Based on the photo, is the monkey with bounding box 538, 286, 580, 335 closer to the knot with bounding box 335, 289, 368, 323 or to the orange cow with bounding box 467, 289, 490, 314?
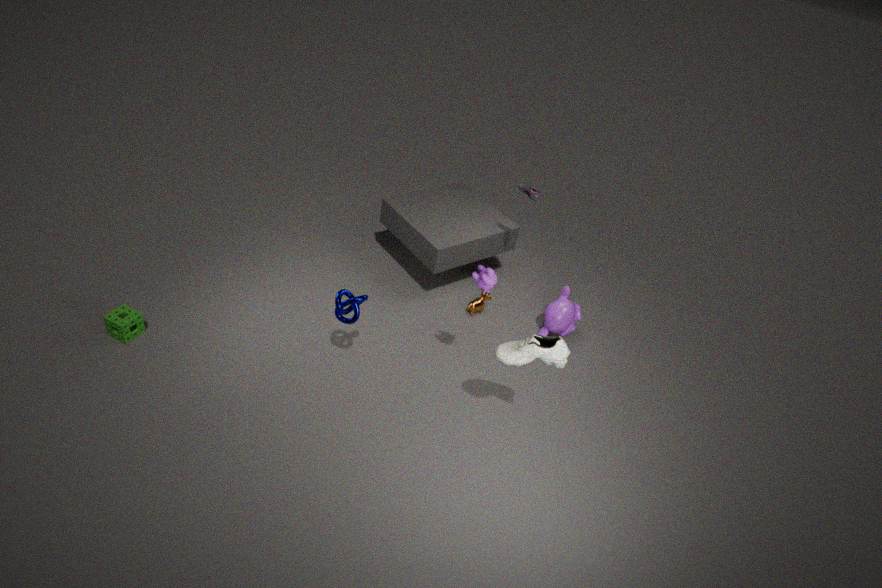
the orange cow with bounding box 467, 289, 490, 314
